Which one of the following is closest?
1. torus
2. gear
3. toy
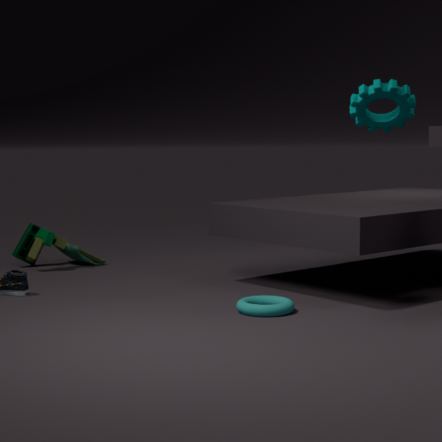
gear
